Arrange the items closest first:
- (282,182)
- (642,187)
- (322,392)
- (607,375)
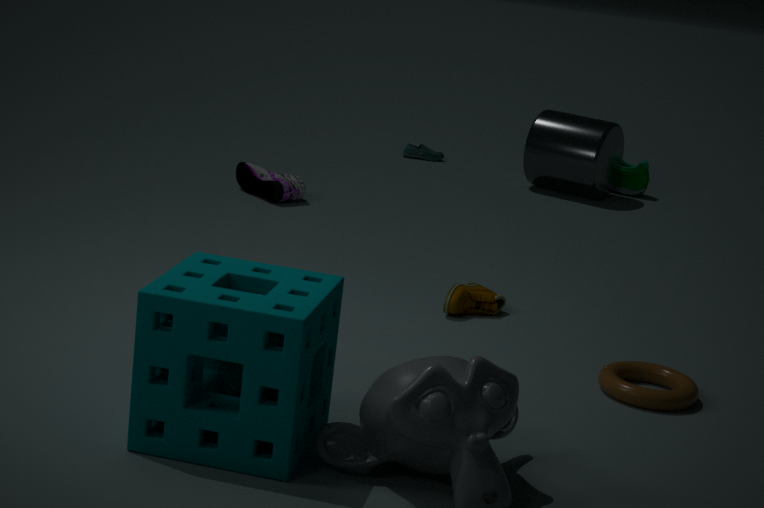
(322,392), (607,375), (282,182), (642,187)
